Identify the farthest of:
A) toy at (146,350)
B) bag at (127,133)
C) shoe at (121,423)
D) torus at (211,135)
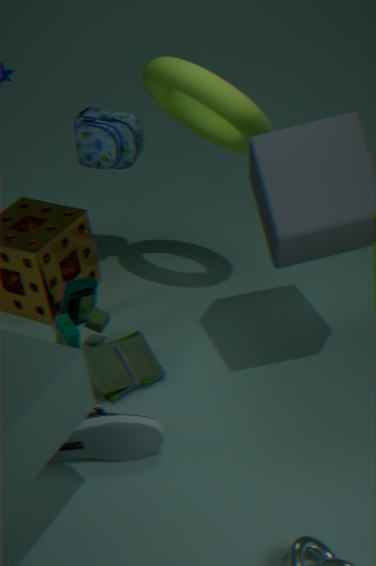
bag at (127,133)
